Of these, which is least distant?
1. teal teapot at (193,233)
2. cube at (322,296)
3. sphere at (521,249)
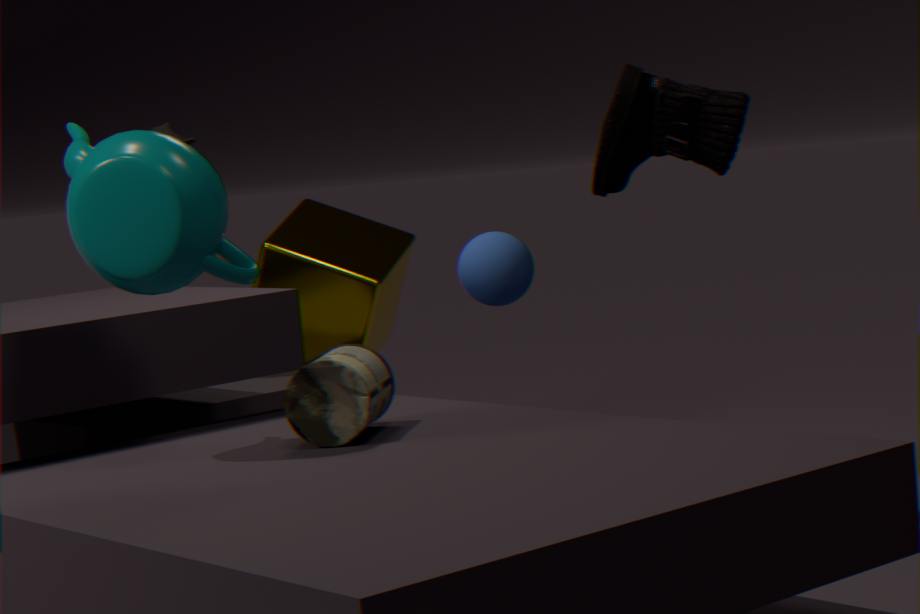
teal teapot at (193,233)
